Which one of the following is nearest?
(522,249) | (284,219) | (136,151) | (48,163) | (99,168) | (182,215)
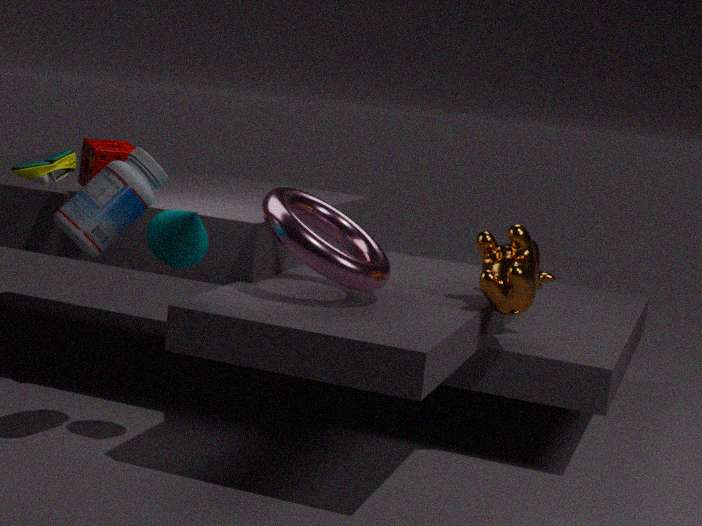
(182,215)
